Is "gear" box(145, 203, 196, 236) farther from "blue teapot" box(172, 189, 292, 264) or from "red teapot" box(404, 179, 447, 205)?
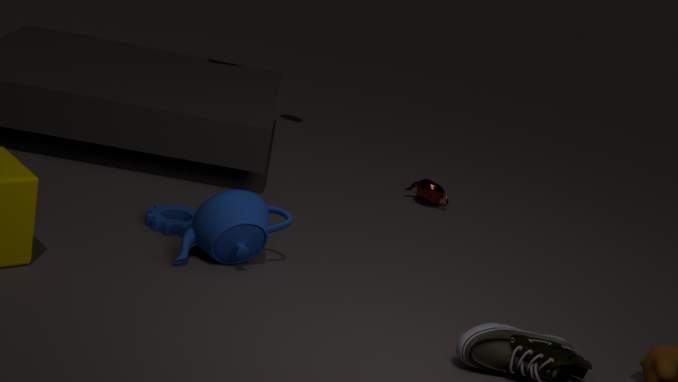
"red teapot" box(404, 179, 447, 205)
